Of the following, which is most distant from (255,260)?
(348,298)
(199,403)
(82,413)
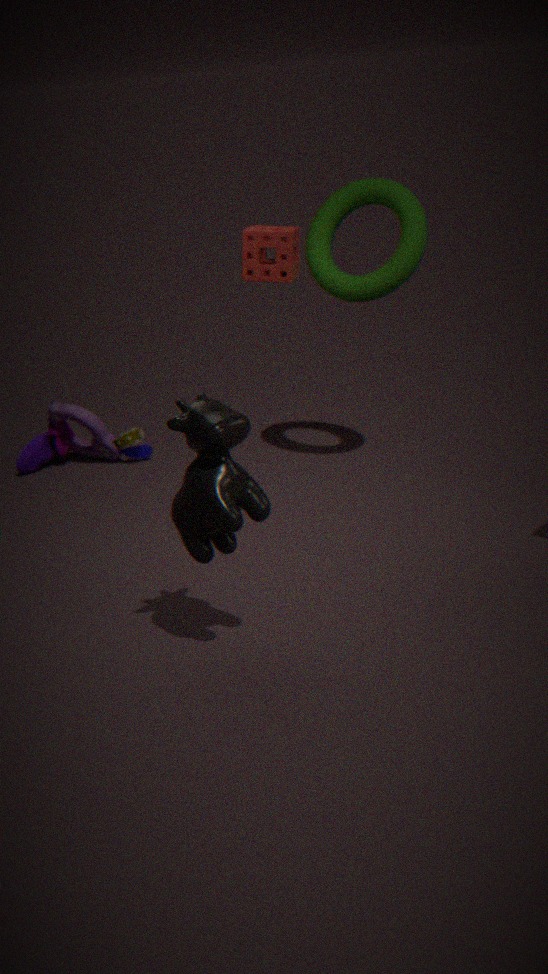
(82,413)
